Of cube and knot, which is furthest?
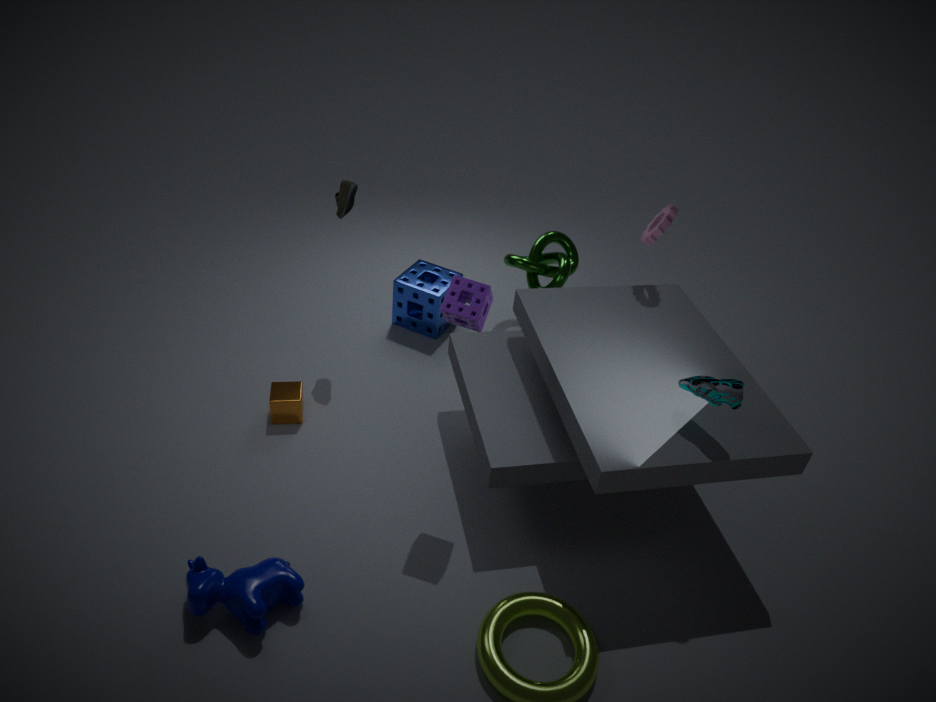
knot
